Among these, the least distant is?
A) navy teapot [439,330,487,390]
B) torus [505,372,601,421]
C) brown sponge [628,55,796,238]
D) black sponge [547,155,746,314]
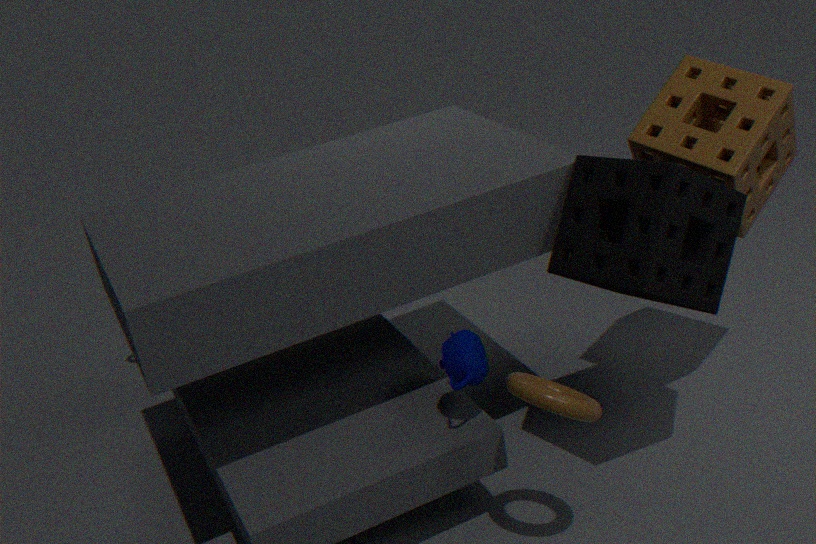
torus [505,372,601,421]
